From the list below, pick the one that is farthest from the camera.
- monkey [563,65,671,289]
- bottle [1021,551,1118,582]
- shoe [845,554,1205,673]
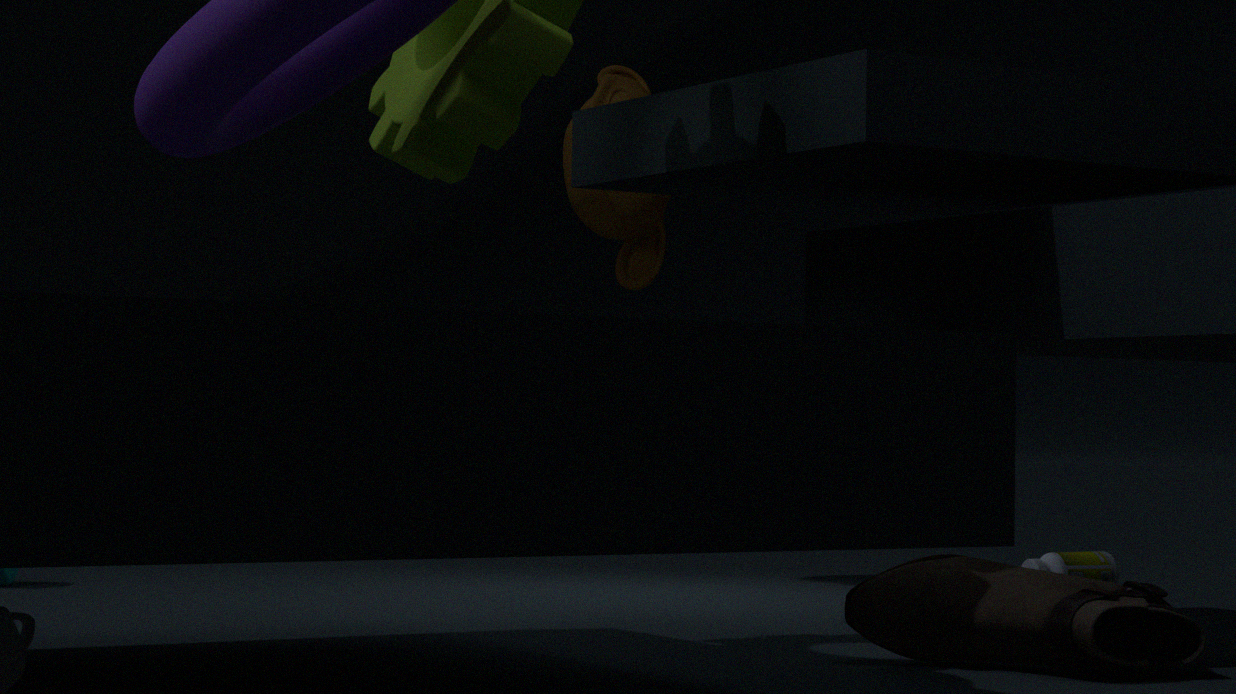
monkey [563,65,671,289]
